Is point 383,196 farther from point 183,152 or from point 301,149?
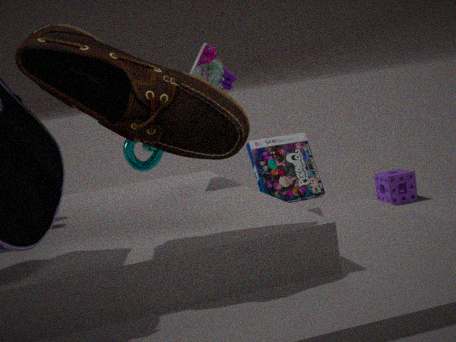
point 183,152
